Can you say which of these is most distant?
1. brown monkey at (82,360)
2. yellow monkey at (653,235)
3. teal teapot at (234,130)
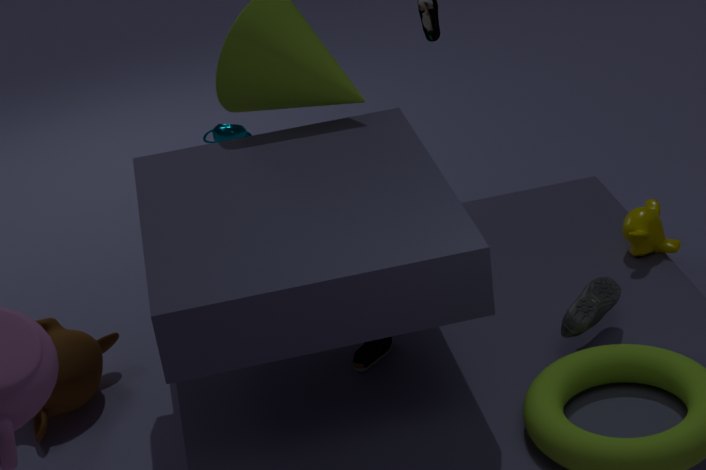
teal teapot at (234,130)
